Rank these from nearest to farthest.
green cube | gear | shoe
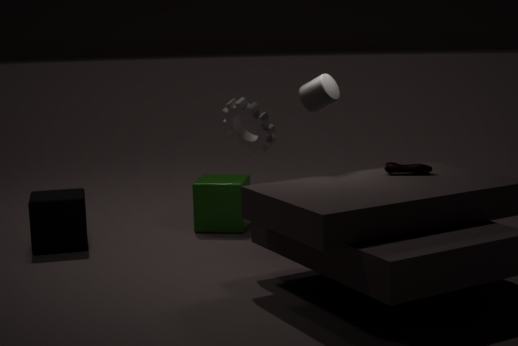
gear
shoe
green cube
